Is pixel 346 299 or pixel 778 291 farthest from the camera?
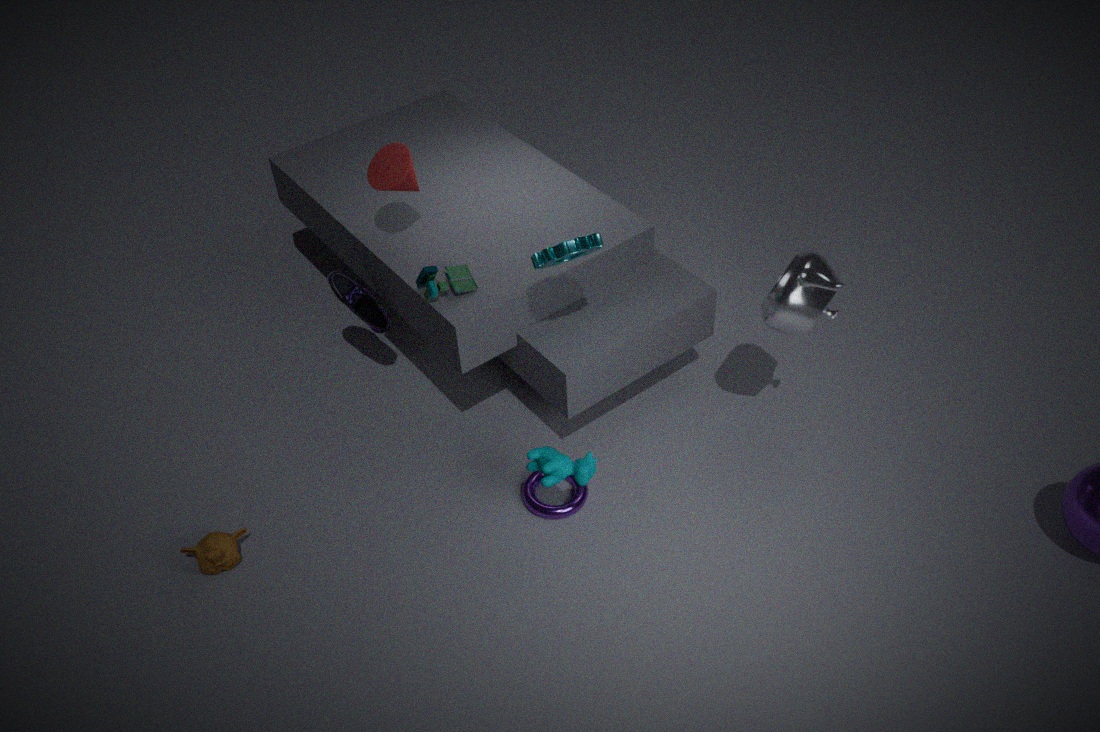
pixel 346 299
